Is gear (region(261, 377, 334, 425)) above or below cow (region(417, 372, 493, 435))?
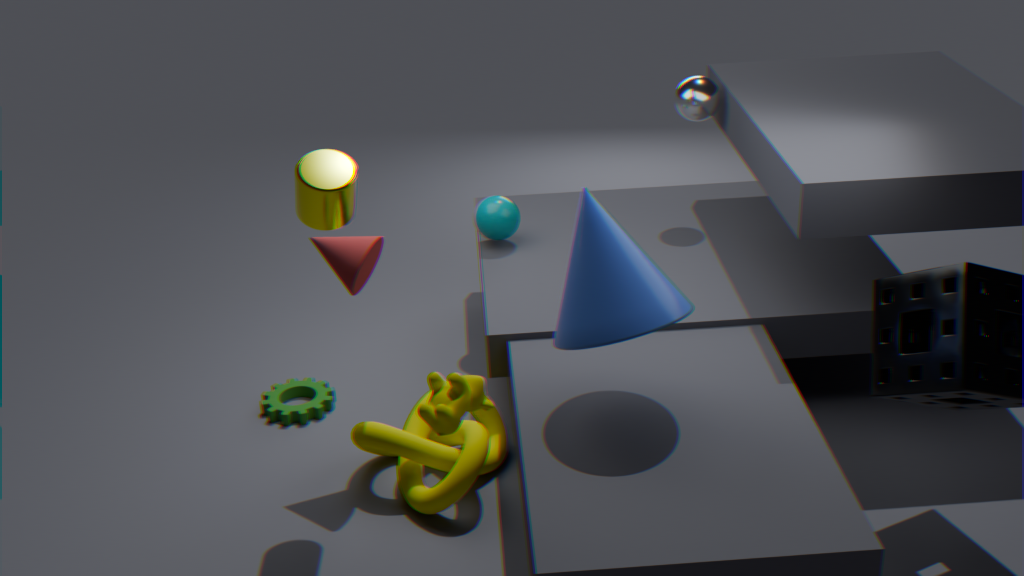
below
